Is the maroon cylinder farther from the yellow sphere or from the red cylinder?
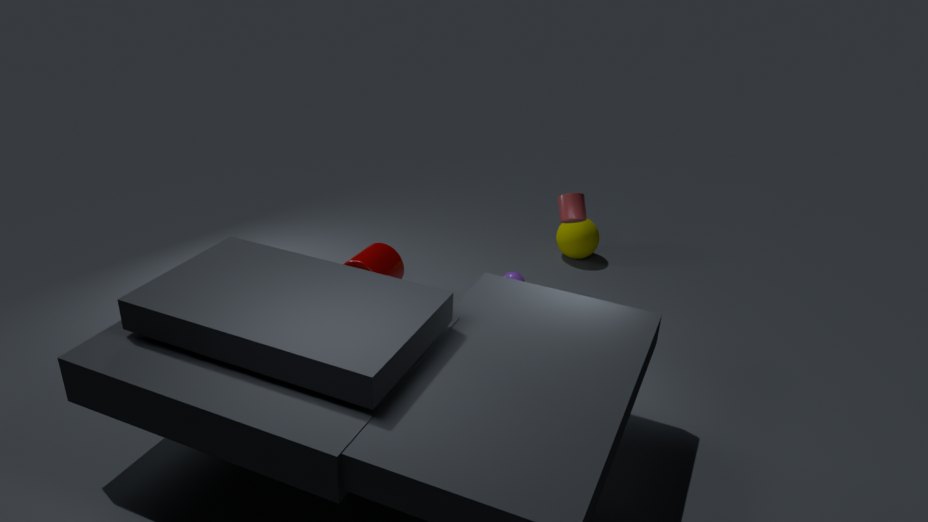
the yellow sphere
